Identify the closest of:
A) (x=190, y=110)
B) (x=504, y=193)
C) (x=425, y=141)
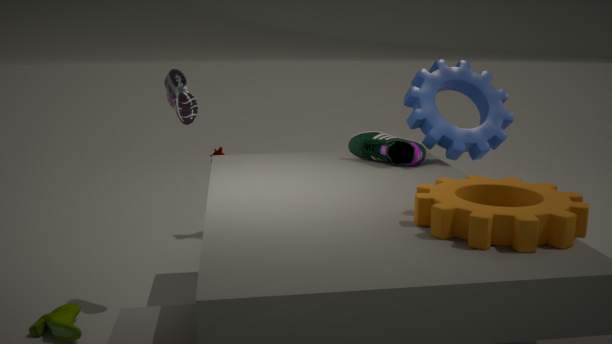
(x=504, y=193)
